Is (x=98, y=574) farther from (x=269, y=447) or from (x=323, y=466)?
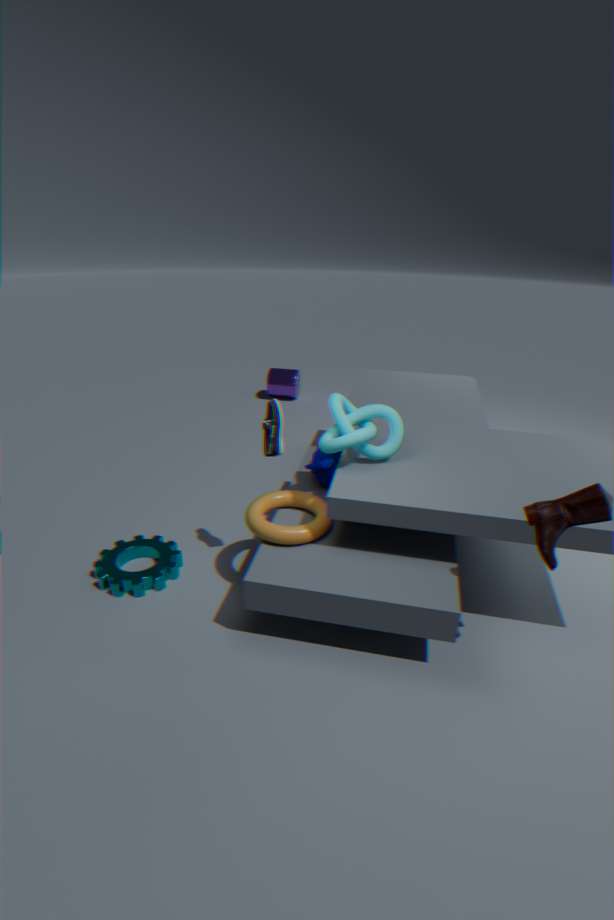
(x=323, y=466)
